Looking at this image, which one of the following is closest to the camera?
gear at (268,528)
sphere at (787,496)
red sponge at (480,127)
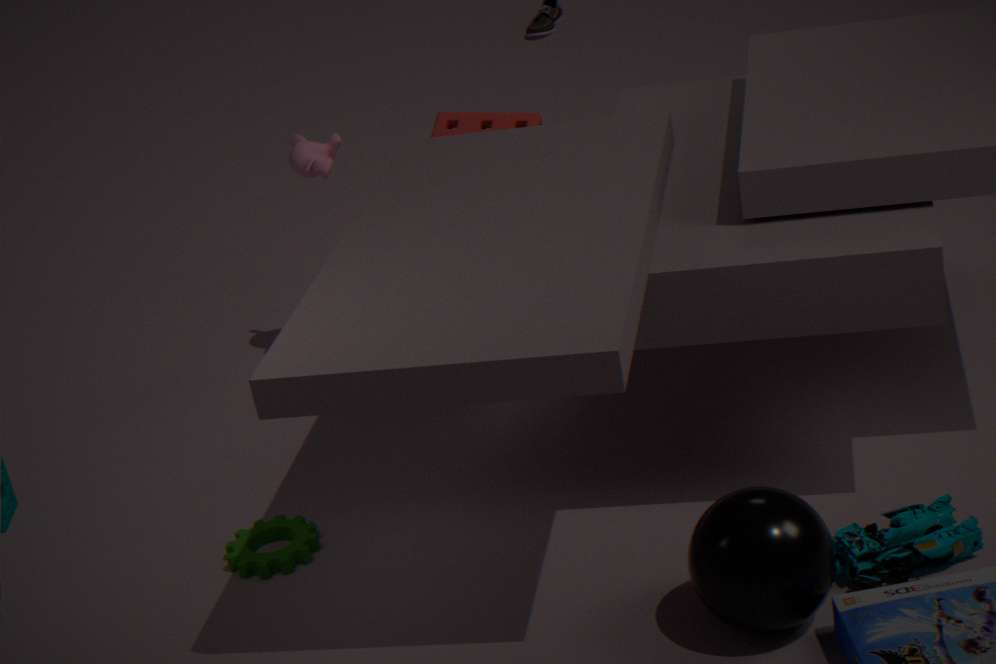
sphere at (787,496)
